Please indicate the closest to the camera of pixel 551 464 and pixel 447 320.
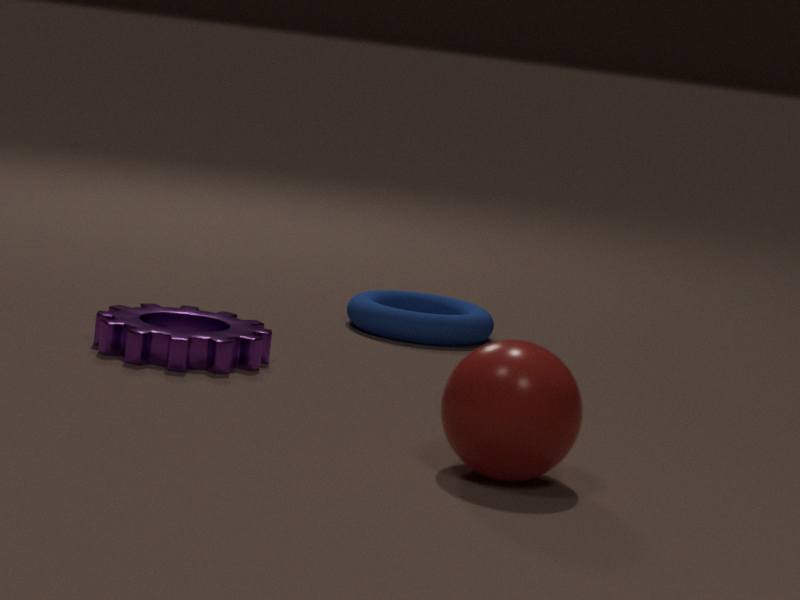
pixel 551 464
